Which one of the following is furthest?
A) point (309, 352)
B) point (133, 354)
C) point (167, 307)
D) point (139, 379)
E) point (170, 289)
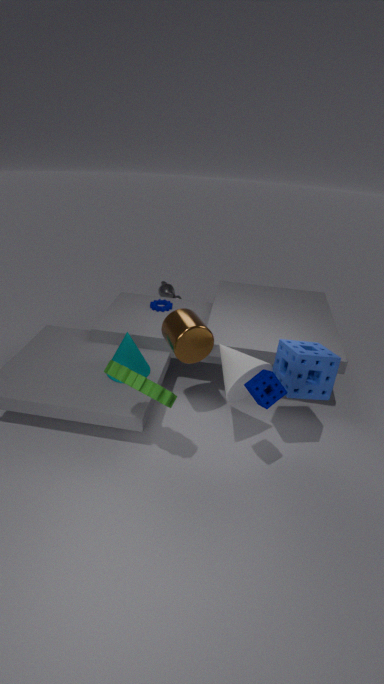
point (170, 289)
